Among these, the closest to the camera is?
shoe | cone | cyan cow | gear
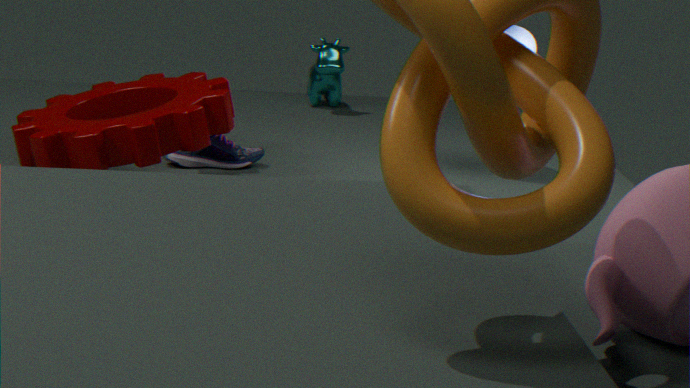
gear
